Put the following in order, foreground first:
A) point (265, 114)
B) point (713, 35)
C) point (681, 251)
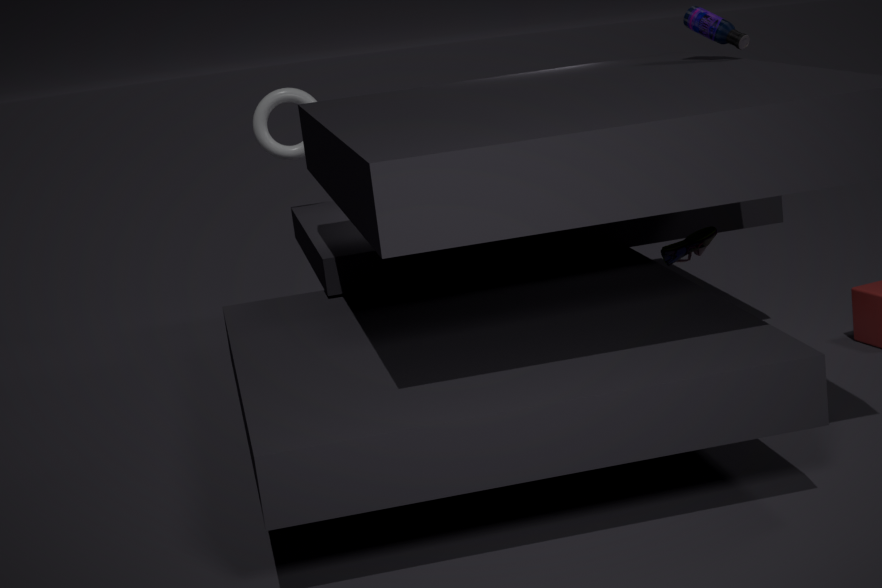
point (681, 251) → point (713, 35) → point (265, 114)
